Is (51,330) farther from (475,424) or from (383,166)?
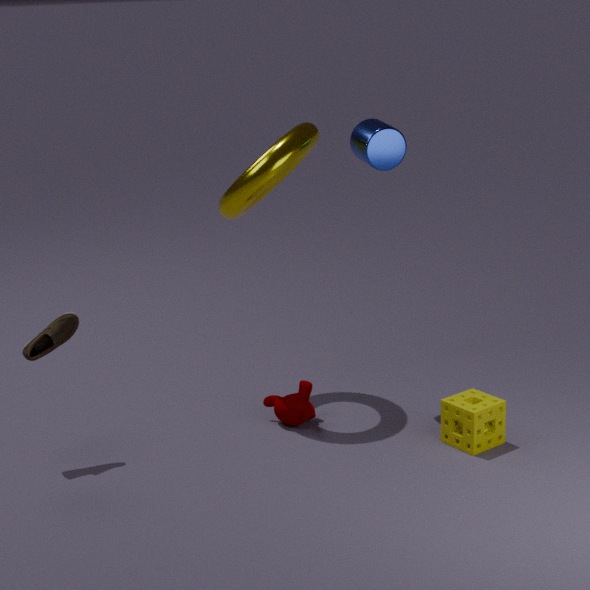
(475,424)
